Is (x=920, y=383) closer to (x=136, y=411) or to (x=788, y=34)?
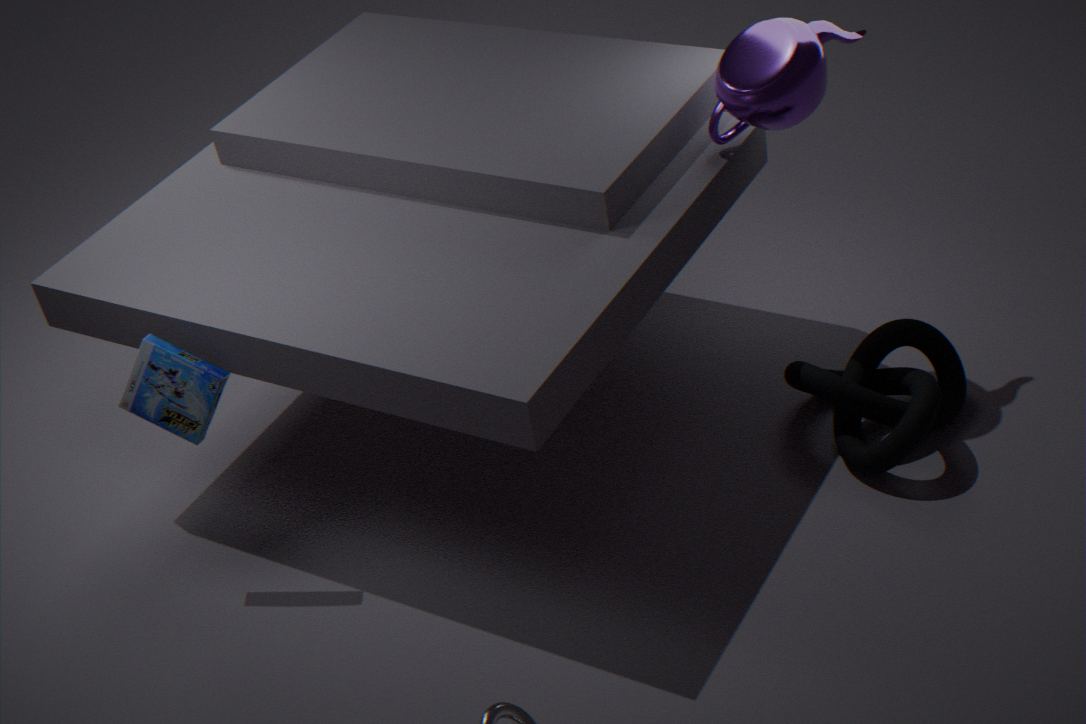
(x=788, y=34)
